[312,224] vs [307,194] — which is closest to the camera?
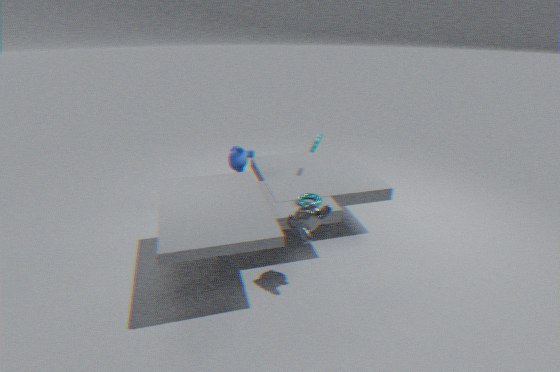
[312,224]
